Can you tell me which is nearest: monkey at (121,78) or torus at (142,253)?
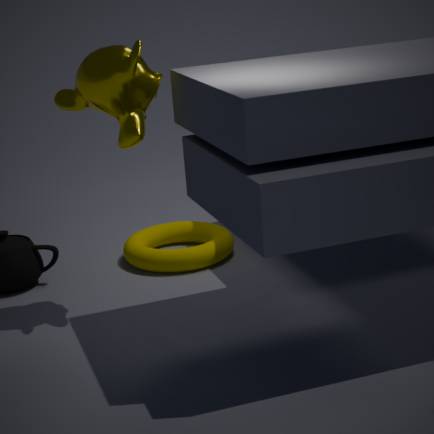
monkey at (121,78)
